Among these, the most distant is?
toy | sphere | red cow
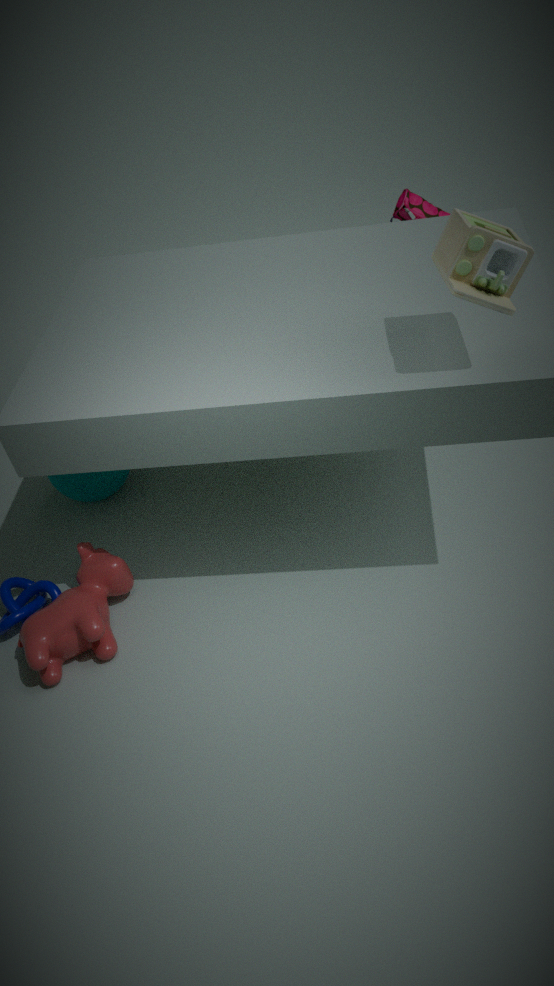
sphere
